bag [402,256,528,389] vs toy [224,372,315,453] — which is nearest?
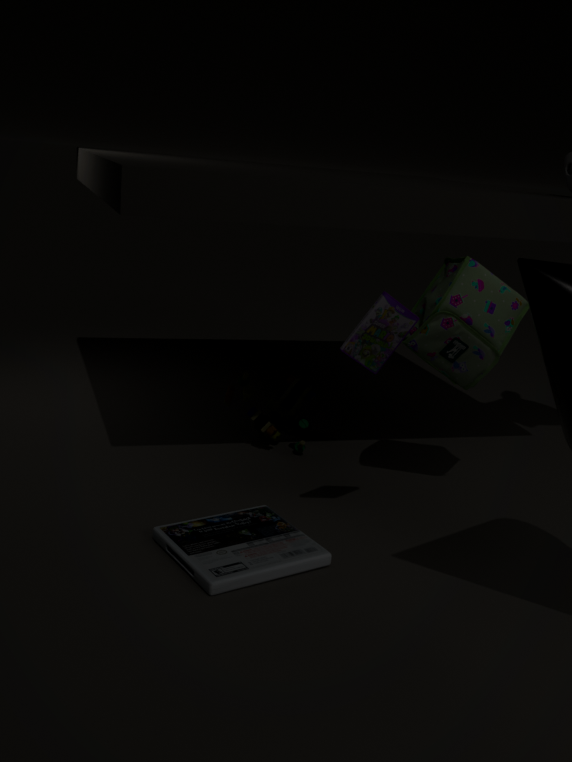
bag [402,256,528,389]
